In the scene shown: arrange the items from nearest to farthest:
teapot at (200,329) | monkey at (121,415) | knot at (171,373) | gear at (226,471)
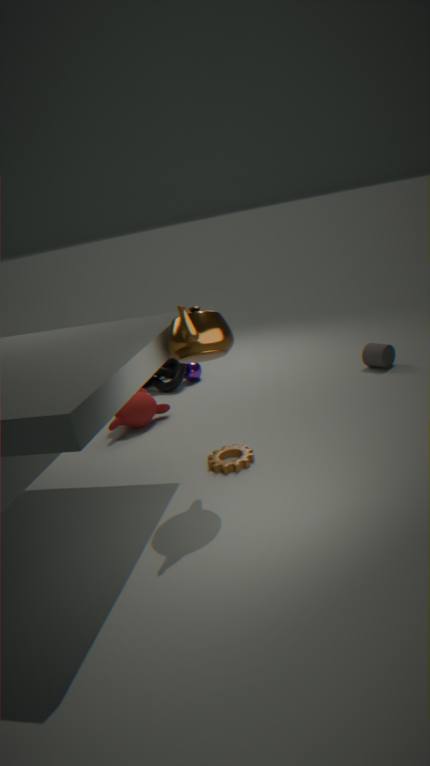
teapot at (200,329) → gear at (226,471) → monkey at (121,415) → knot at (171,373)
